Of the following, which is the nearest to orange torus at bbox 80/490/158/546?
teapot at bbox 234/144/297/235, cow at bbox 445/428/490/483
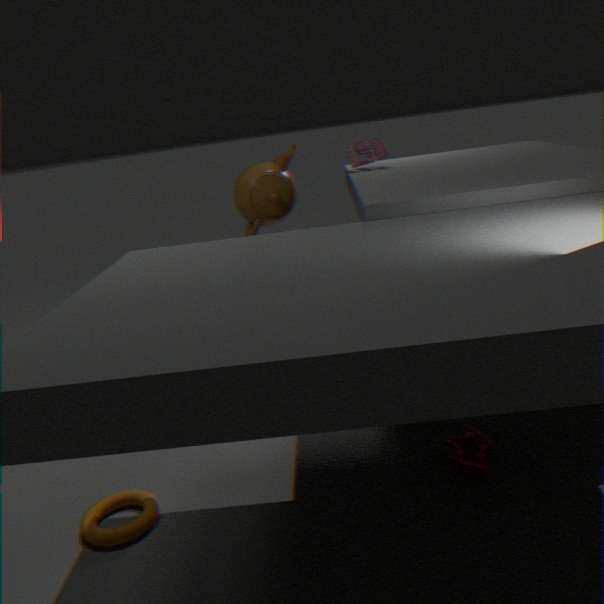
cow at bbox 445/428/490/483
